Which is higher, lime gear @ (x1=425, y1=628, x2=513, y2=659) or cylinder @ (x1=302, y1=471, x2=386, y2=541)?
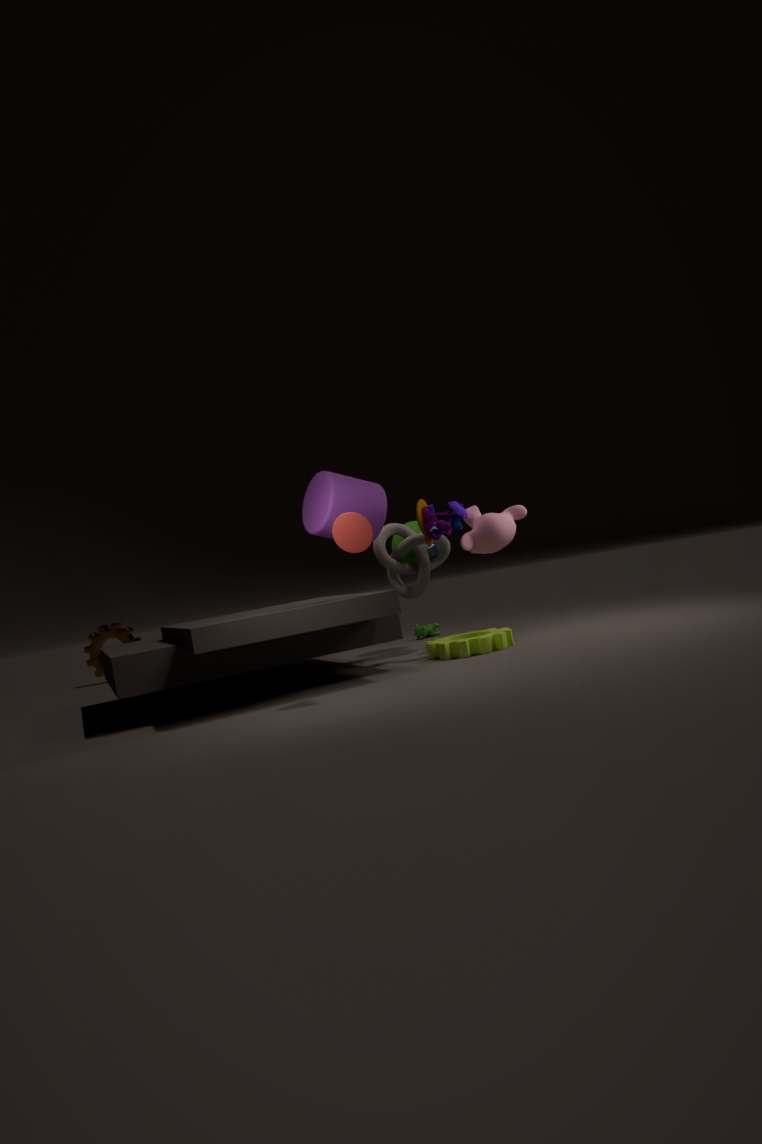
cylinder @ (x1=302, y1=471, x2=386, y2=541)
